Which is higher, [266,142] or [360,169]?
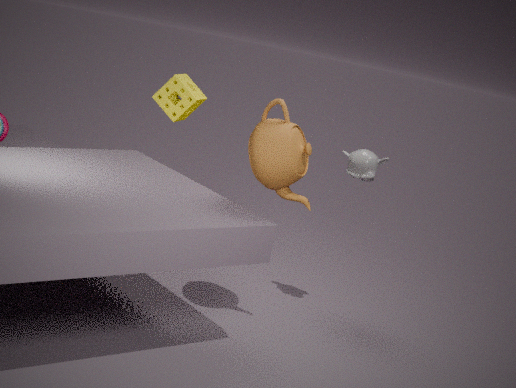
[266,142]
